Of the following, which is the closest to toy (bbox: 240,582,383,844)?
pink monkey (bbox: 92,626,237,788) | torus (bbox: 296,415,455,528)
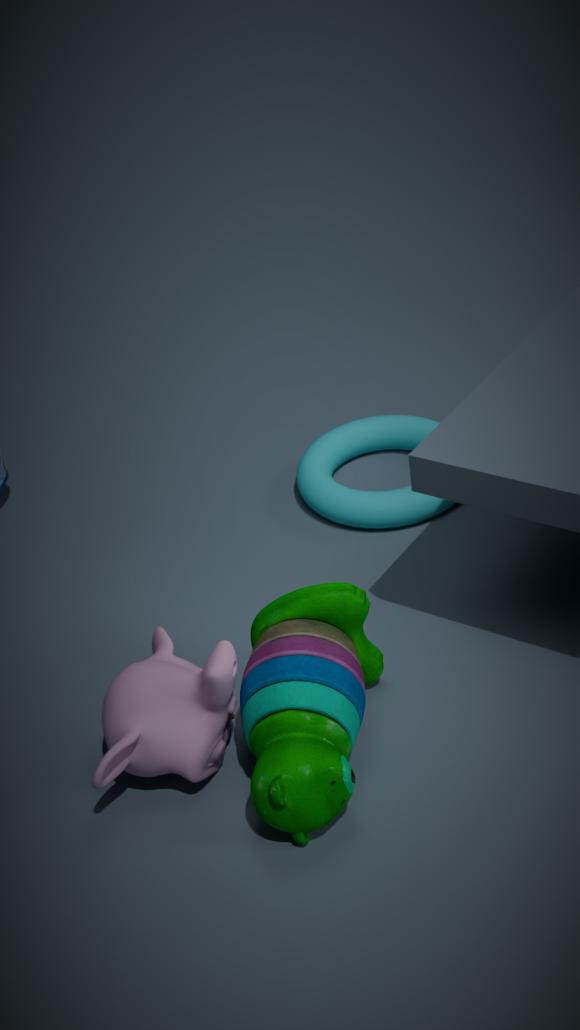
pink monkey (bbox: 92,626,237,788)
